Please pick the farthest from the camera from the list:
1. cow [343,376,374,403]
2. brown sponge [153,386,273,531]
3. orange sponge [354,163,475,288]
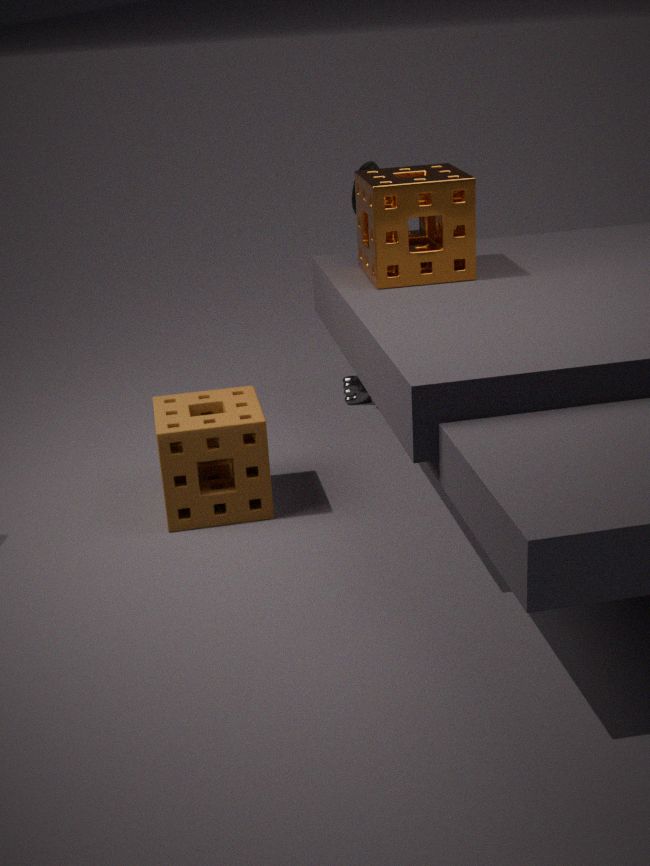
cow [343,376,374,403]
